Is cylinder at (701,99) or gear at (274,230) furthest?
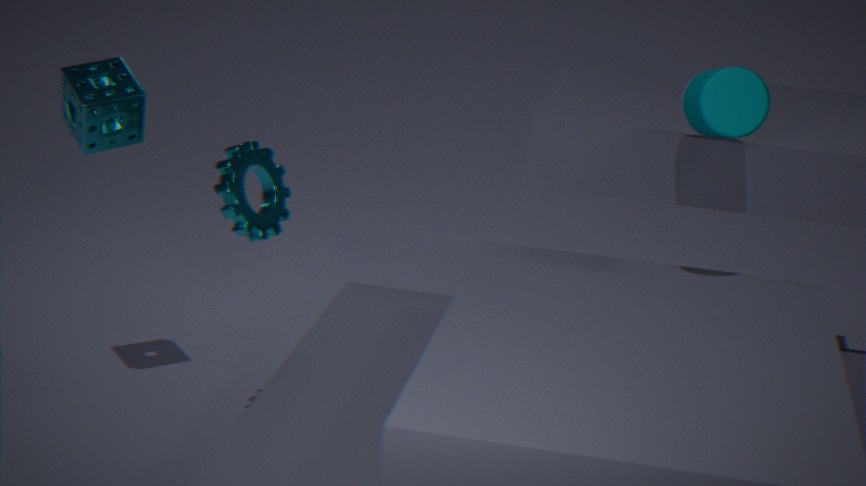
gear at (274,230)
